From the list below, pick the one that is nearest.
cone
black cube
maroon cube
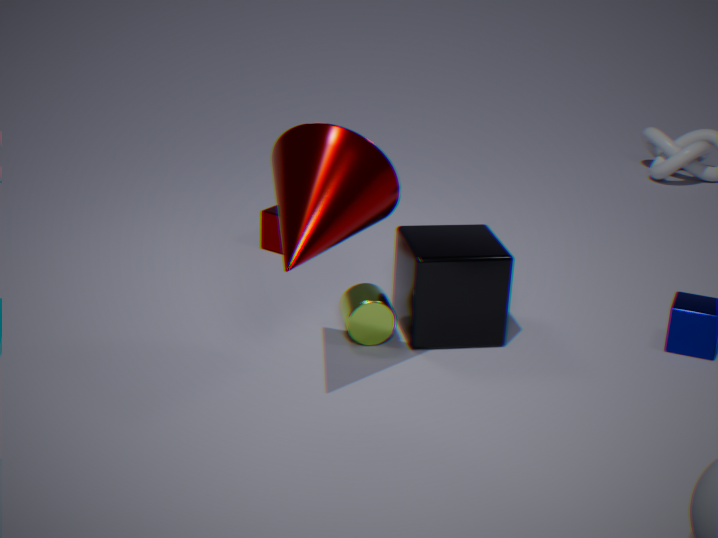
cone
